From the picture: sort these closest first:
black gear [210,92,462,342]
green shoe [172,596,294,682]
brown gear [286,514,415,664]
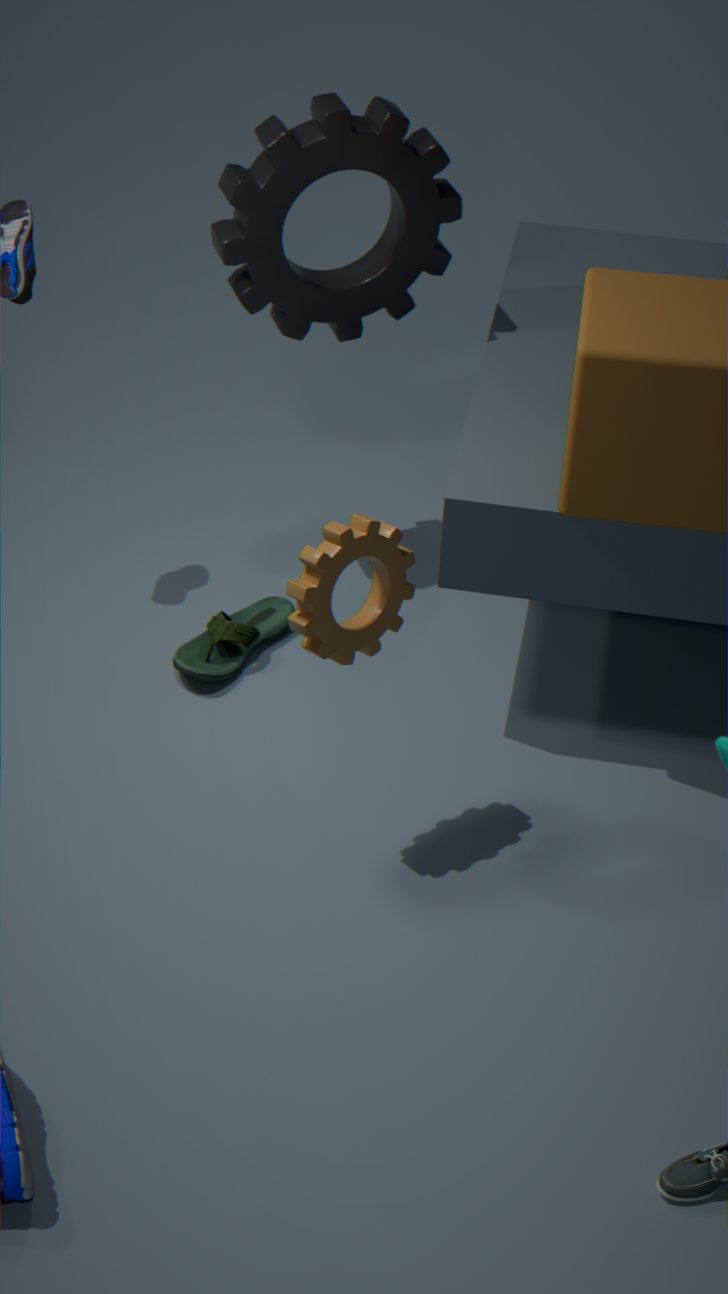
brown gear [286,514,415,664]
green shoe [172,596,294,682]
black gear [210,92,462,342]
